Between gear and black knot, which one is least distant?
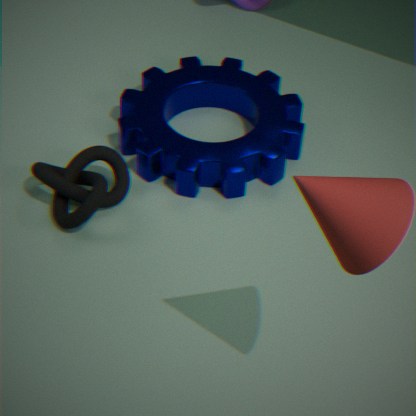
black knot
